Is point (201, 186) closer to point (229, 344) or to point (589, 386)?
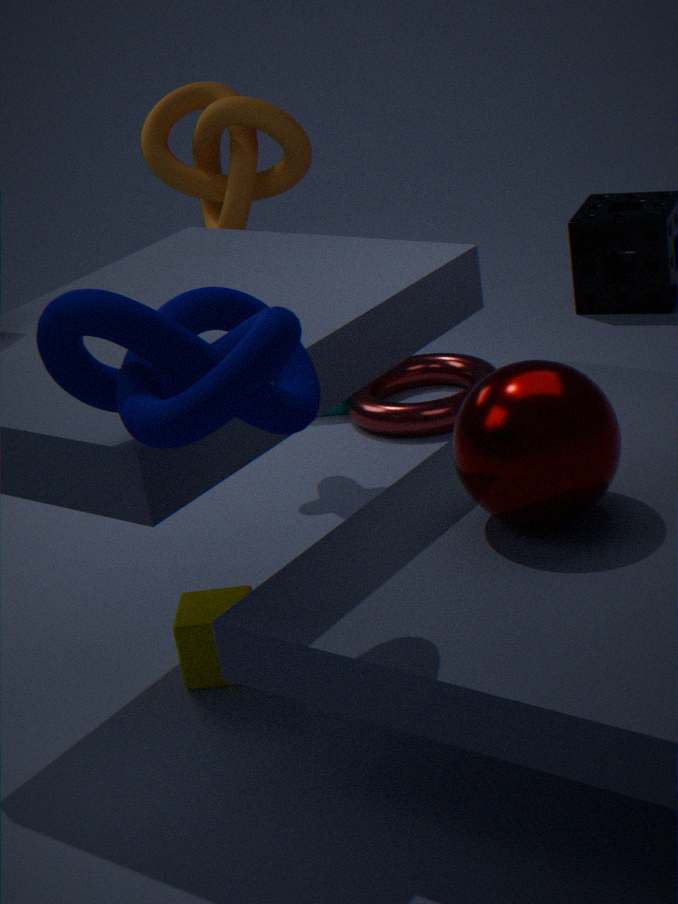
point (589, 386)
